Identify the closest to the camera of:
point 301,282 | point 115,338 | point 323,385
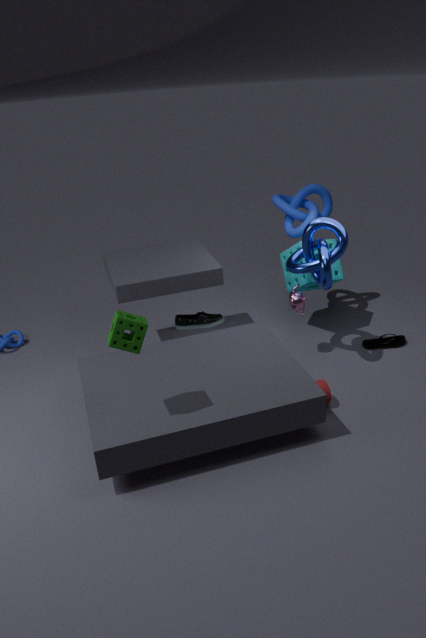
point 115,338
